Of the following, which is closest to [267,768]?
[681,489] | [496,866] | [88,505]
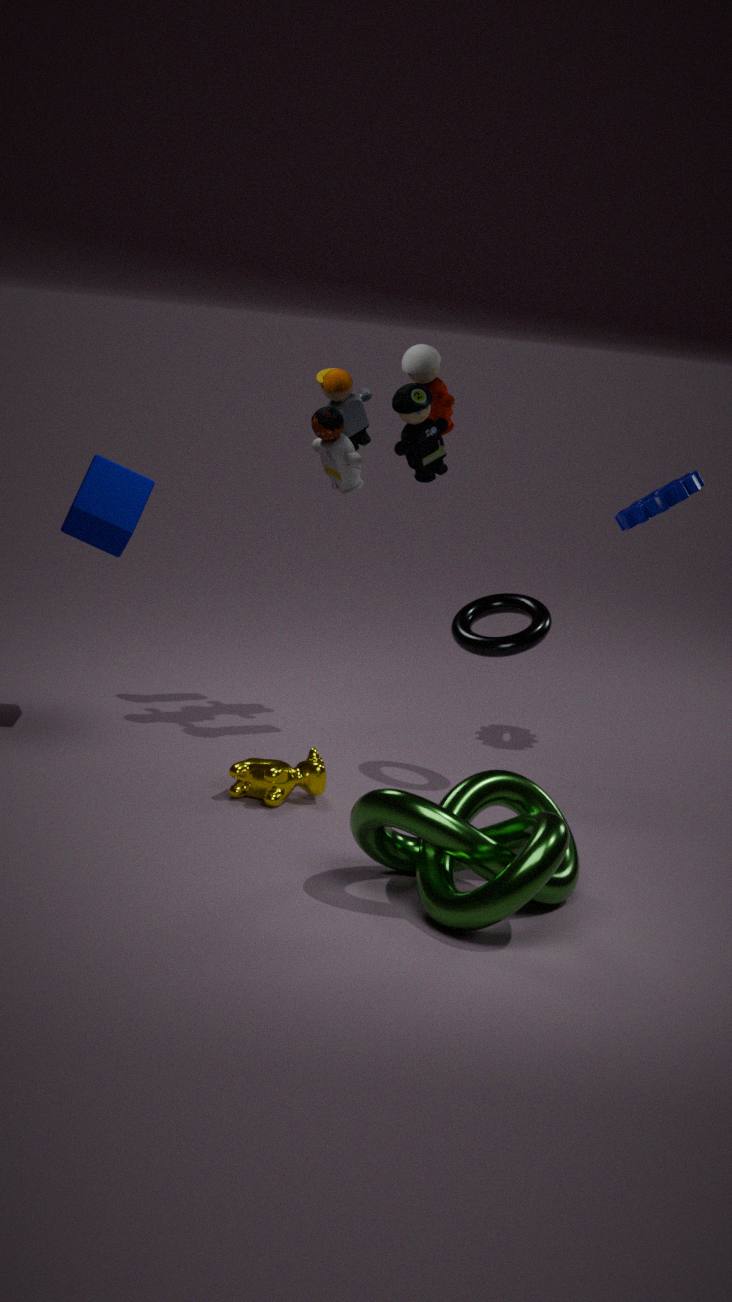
[496,866]
